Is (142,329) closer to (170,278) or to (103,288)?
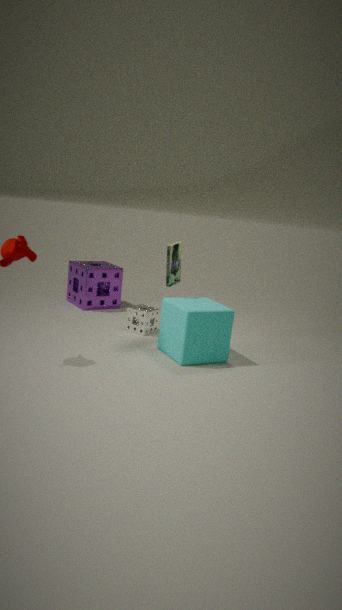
(170,278)
